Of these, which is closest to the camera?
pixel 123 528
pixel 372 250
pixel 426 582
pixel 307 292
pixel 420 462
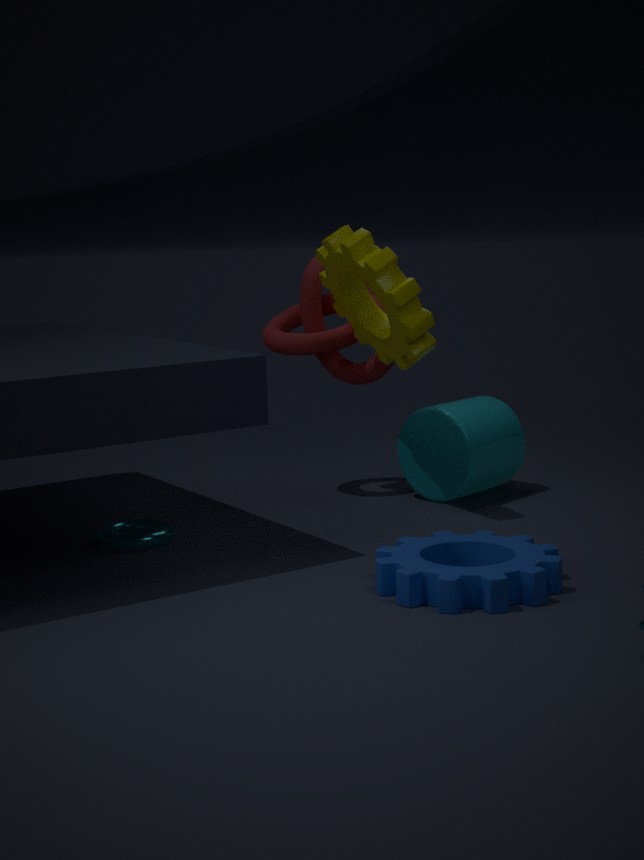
pixel 426 582
